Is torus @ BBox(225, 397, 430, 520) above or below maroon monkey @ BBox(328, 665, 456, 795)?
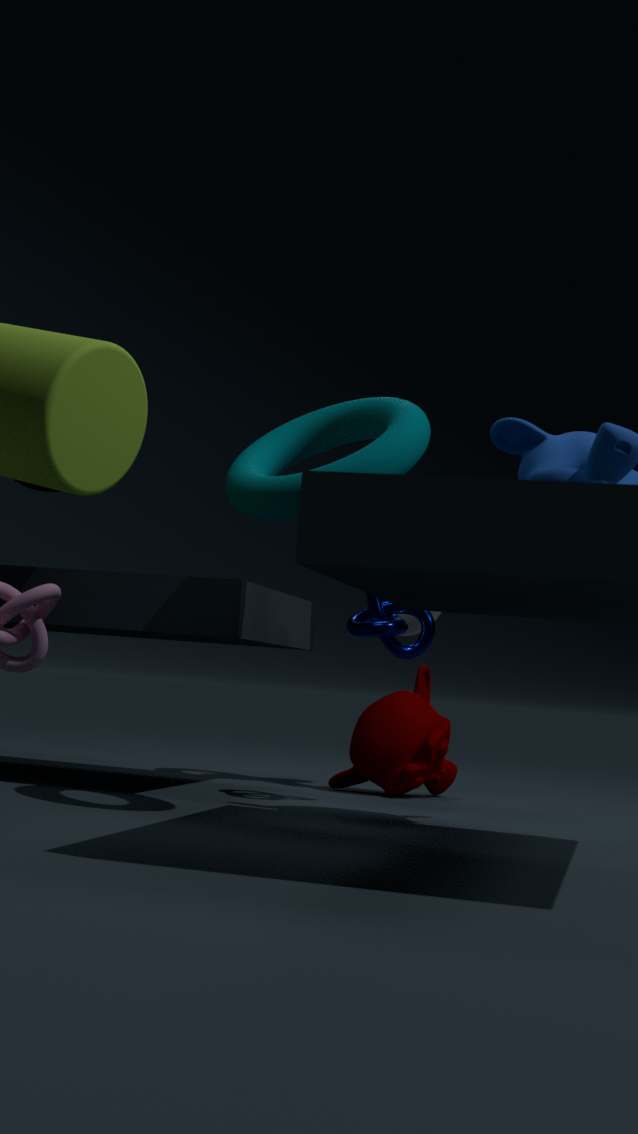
above
